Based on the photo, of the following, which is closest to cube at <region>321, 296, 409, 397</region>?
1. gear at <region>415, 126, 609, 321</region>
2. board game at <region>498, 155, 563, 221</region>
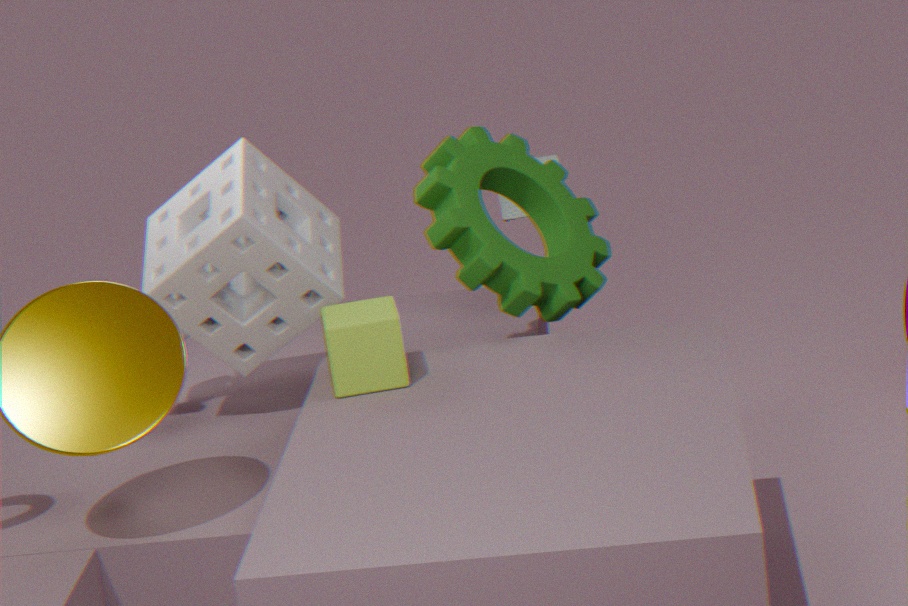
gear at <region>415, 126, 609, 321</region>
